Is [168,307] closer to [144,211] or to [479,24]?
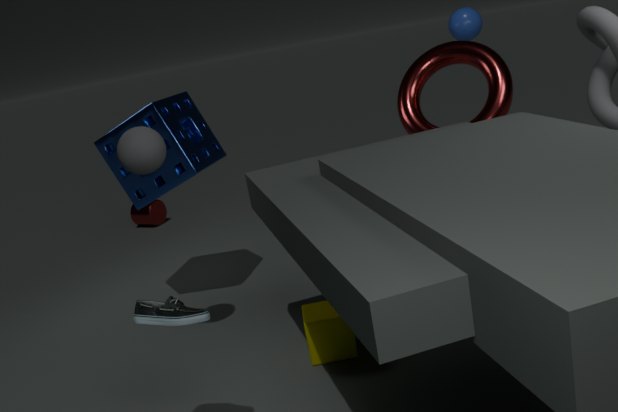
[479,24]
